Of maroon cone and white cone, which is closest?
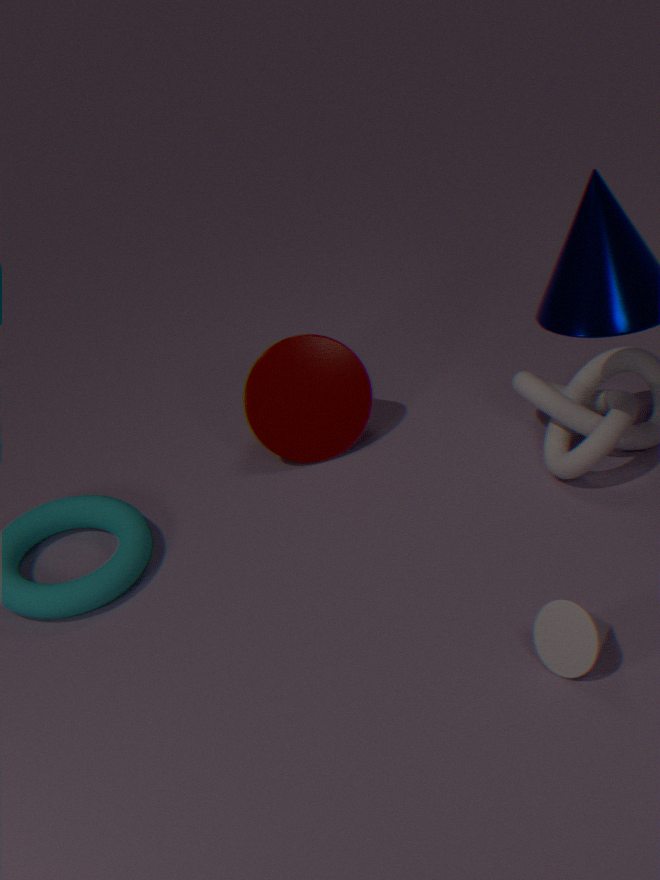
white cone
